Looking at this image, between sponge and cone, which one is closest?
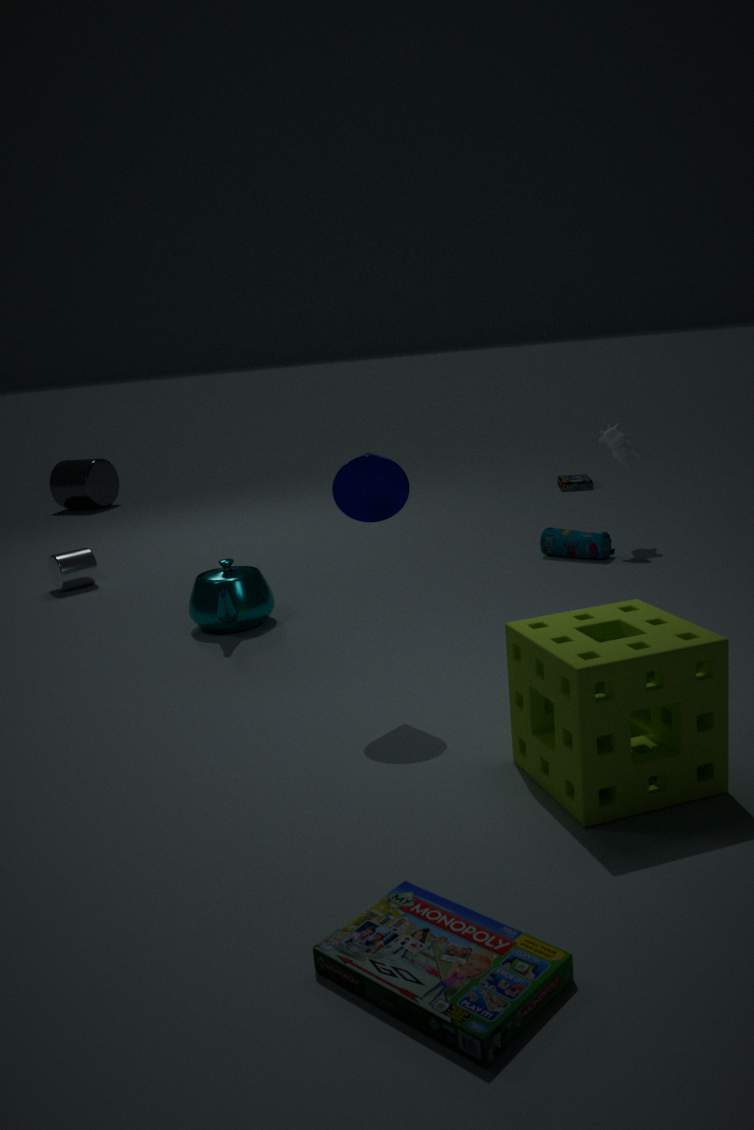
sponge
